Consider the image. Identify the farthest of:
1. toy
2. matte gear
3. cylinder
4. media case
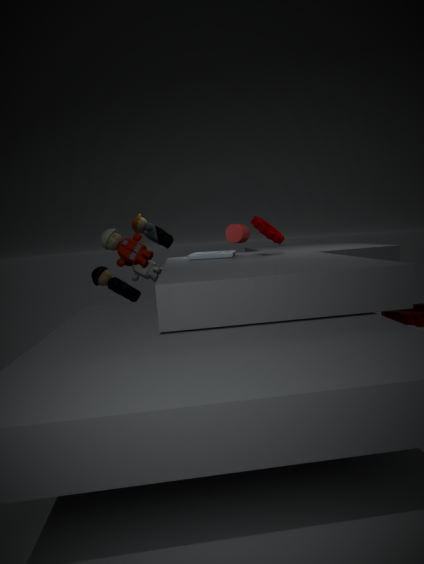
cylinder
